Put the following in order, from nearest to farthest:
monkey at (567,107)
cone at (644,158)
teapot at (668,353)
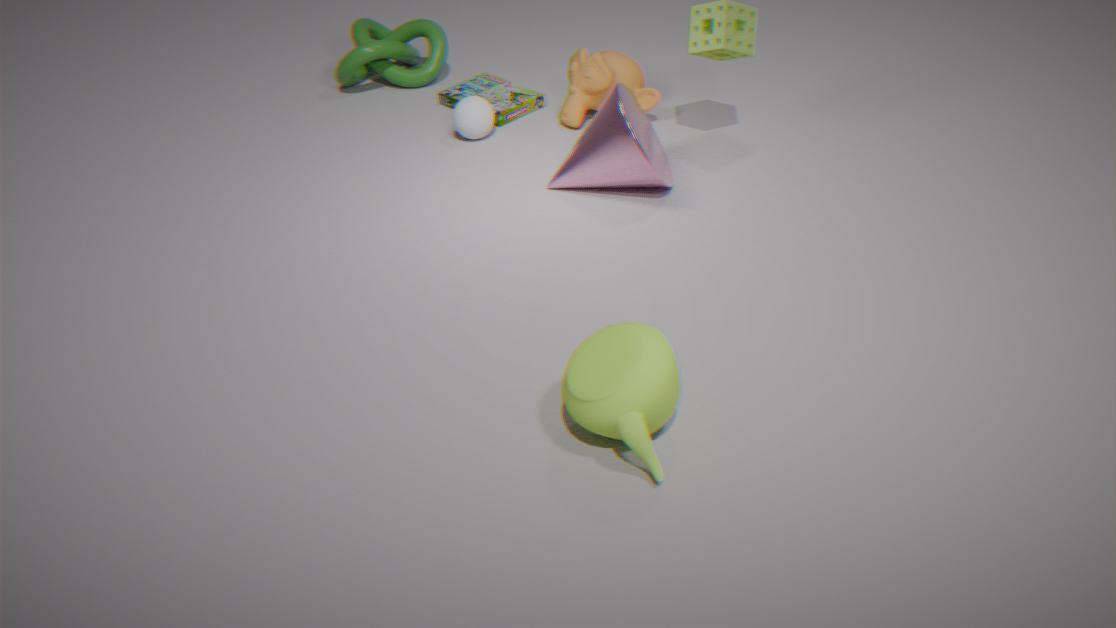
teapot at (668,353) < cone at (644,158) < monkey at (567,107)
